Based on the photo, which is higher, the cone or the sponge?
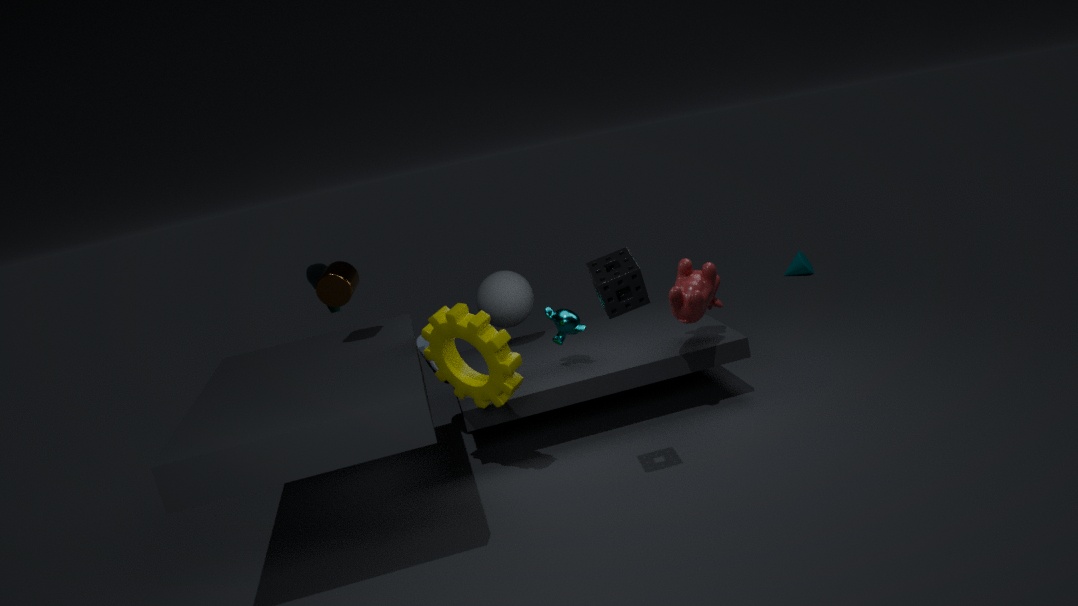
the sponge
